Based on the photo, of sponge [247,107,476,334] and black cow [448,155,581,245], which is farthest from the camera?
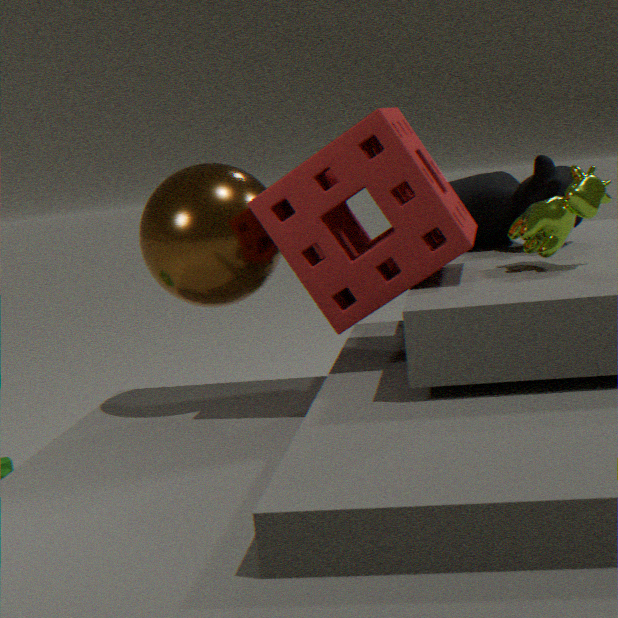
black cow [448,155,581,245]
